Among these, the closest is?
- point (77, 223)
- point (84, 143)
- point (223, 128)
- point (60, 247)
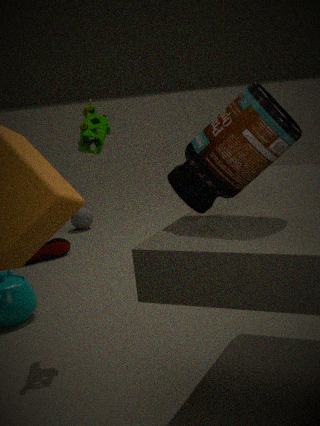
point (223, 128)
